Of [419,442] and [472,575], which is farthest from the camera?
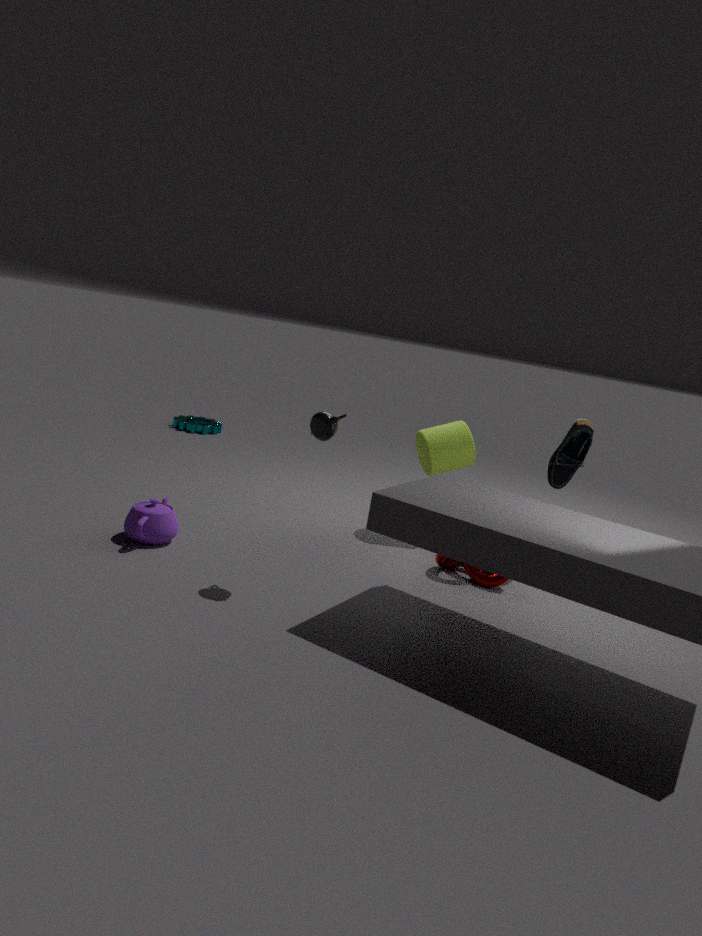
[419,442]
